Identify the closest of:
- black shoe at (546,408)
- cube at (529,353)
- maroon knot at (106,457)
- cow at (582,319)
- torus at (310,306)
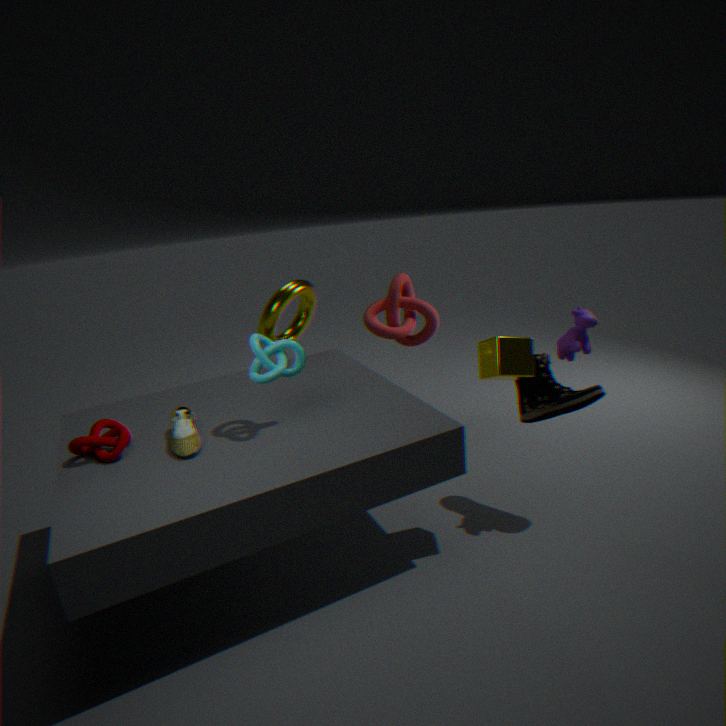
maroon knot at (106,457)
